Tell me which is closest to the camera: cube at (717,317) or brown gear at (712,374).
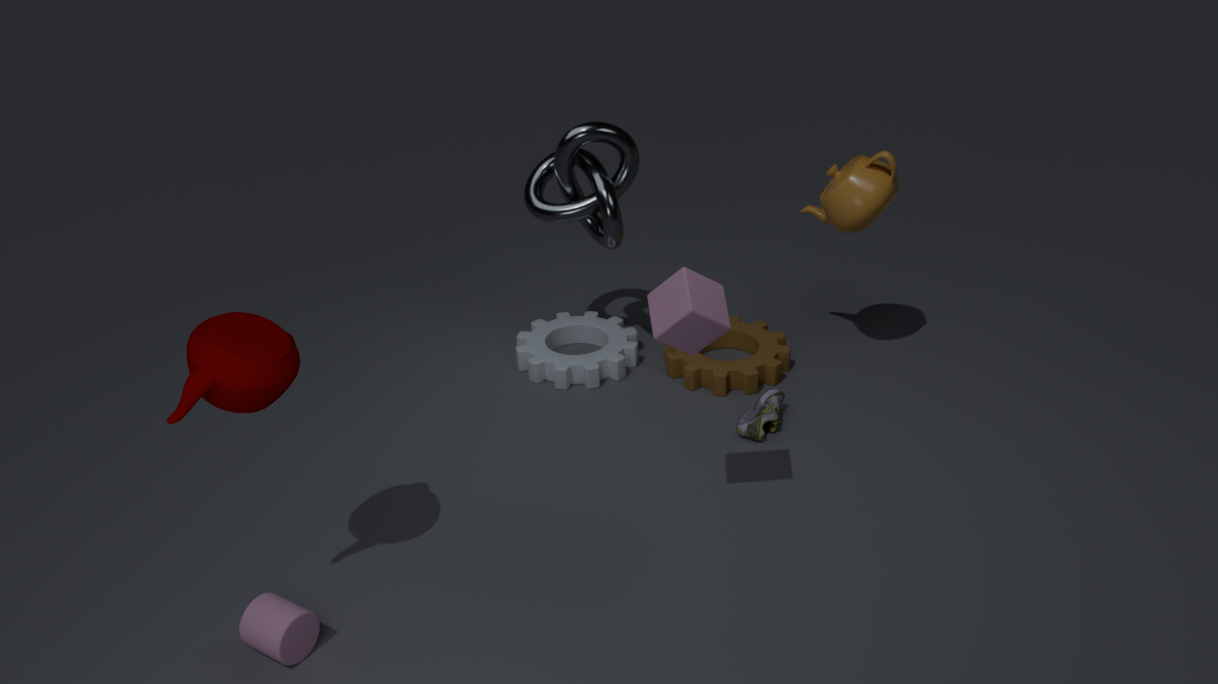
cube at (717,317)
